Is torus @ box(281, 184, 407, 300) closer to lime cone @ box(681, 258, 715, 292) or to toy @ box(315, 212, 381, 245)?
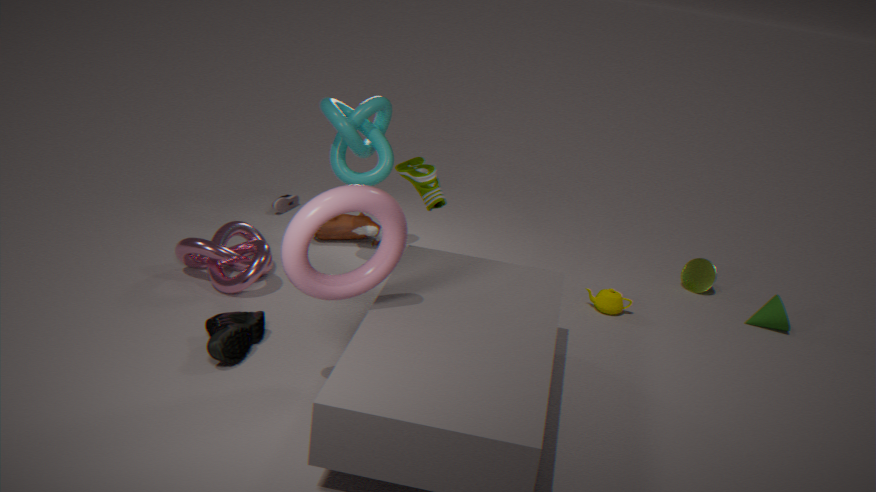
toy @ box(315, 212, 381, 245)
